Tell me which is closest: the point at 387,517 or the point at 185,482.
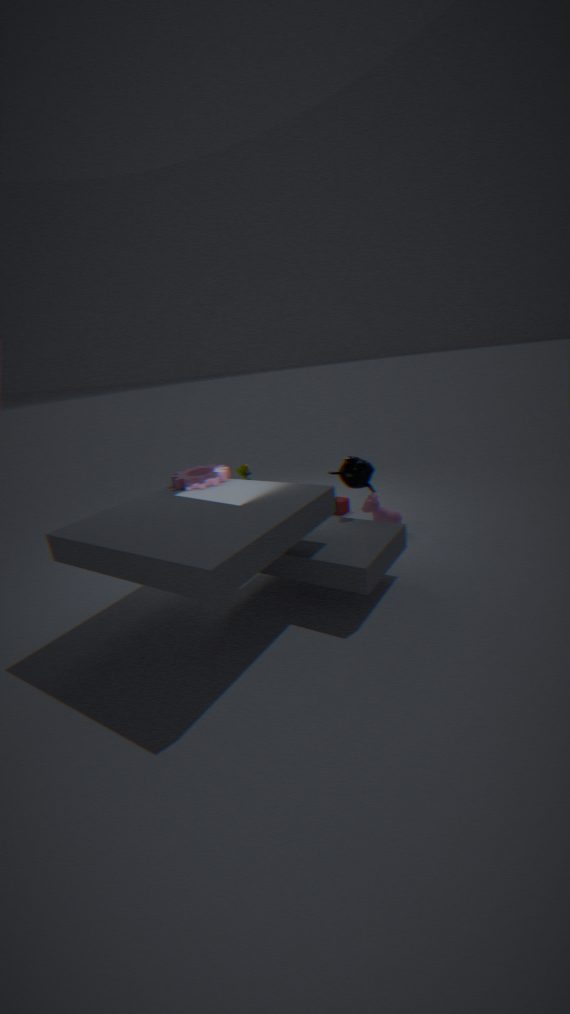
the point at 185,482
